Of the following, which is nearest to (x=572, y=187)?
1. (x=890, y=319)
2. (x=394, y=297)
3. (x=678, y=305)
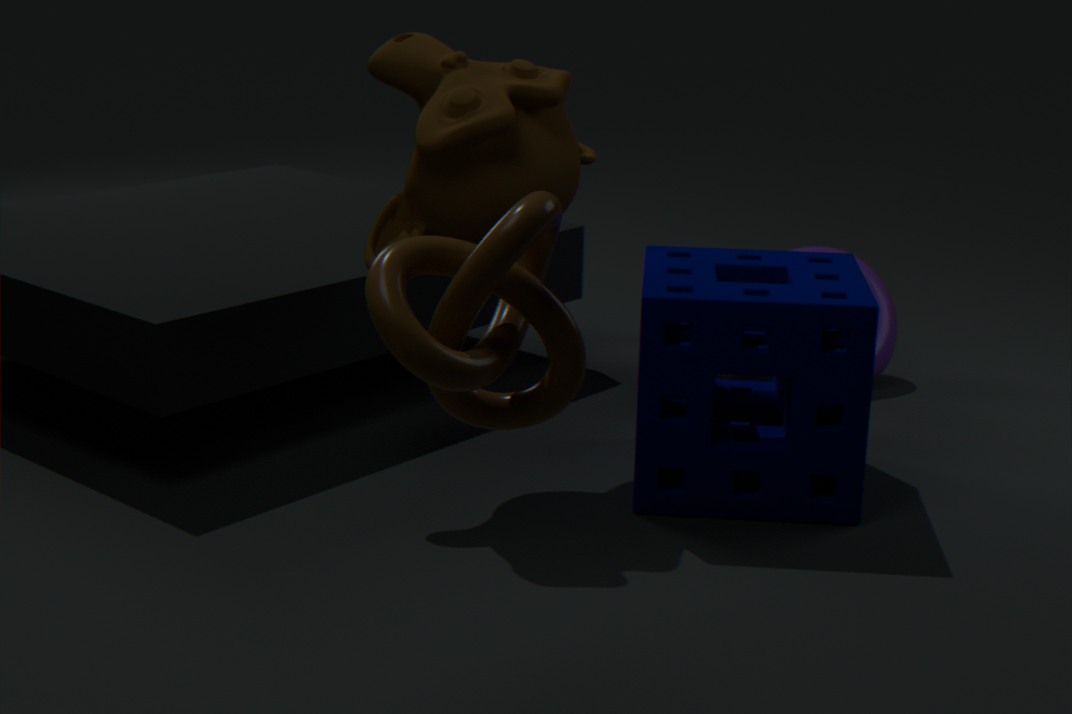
(x=678, y=305)
